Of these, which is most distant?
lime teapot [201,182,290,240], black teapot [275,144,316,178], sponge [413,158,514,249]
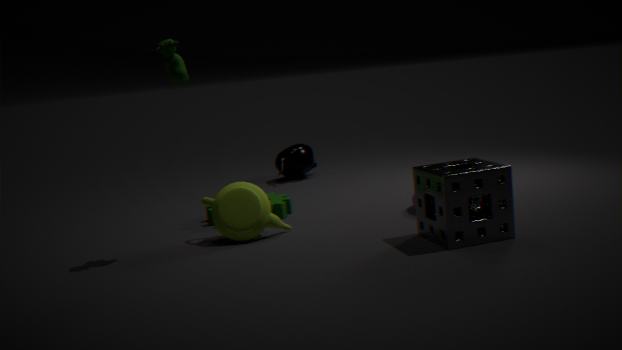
black teapot [275,144,316,178]
